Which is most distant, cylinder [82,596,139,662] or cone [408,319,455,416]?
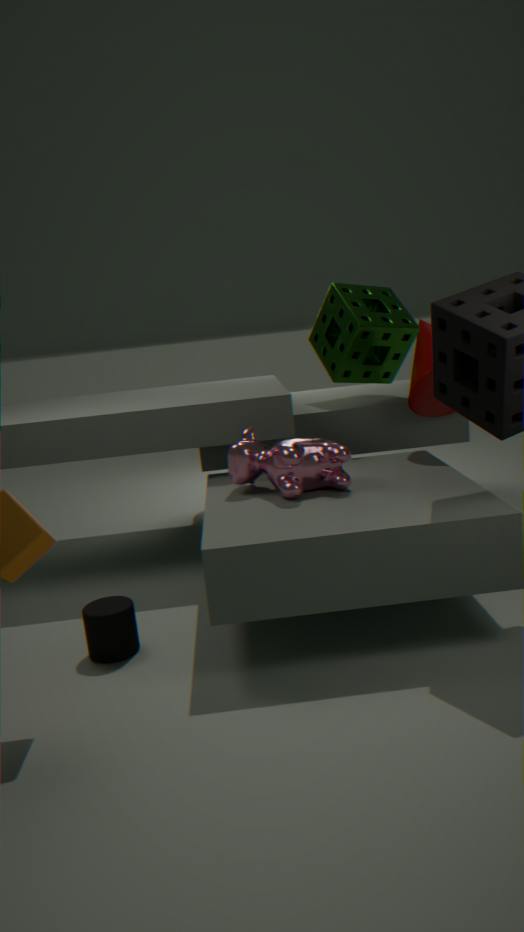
cone [408,319,455,416]
